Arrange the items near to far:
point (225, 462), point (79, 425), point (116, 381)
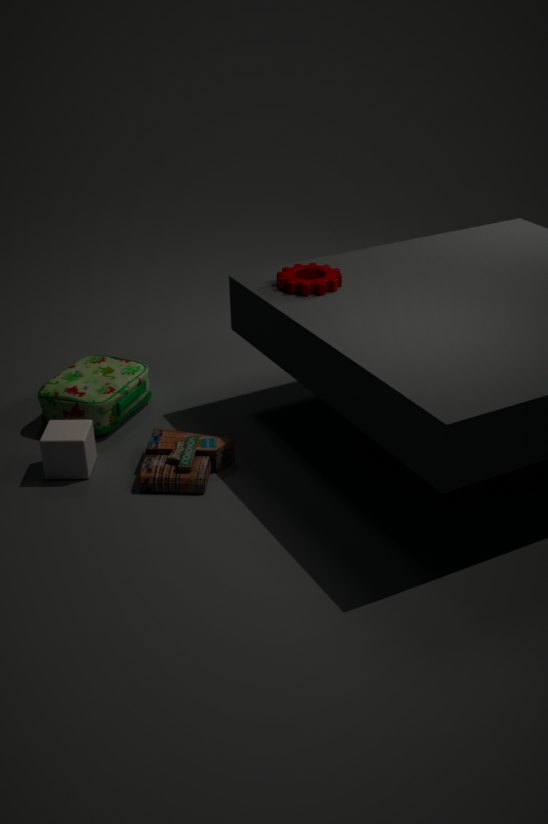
point (79, 425), point (225, 462), point (116, 381)
